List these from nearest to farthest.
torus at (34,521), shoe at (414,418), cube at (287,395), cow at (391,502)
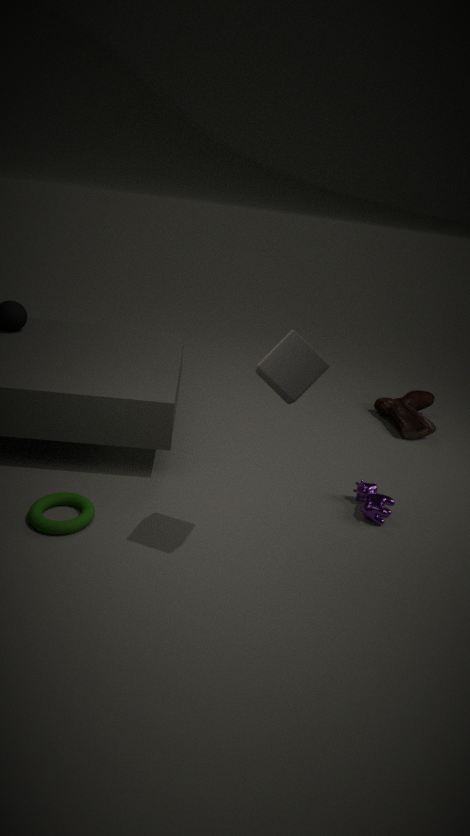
cube at (287,395)
torus at (34,521)
cow at (391,502)
shoe at (414,418)
